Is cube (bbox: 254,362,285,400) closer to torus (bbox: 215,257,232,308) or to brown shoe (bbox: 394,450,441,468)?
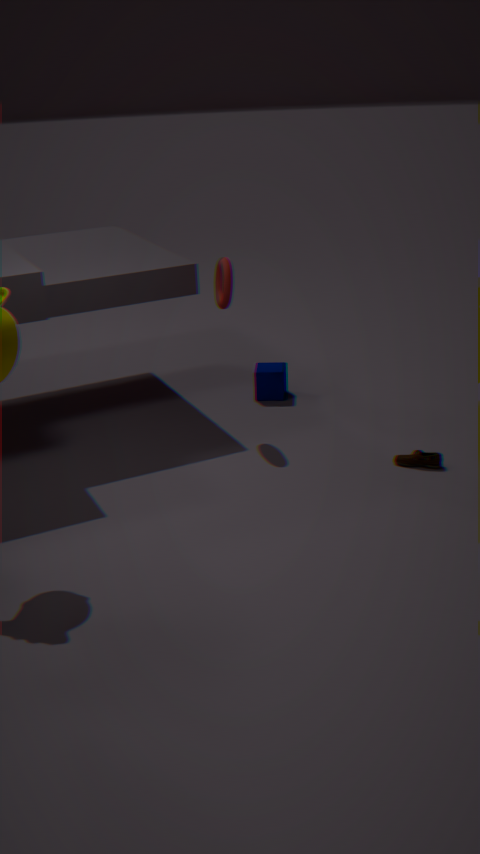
torus (bbox: 215,257,232,308)
